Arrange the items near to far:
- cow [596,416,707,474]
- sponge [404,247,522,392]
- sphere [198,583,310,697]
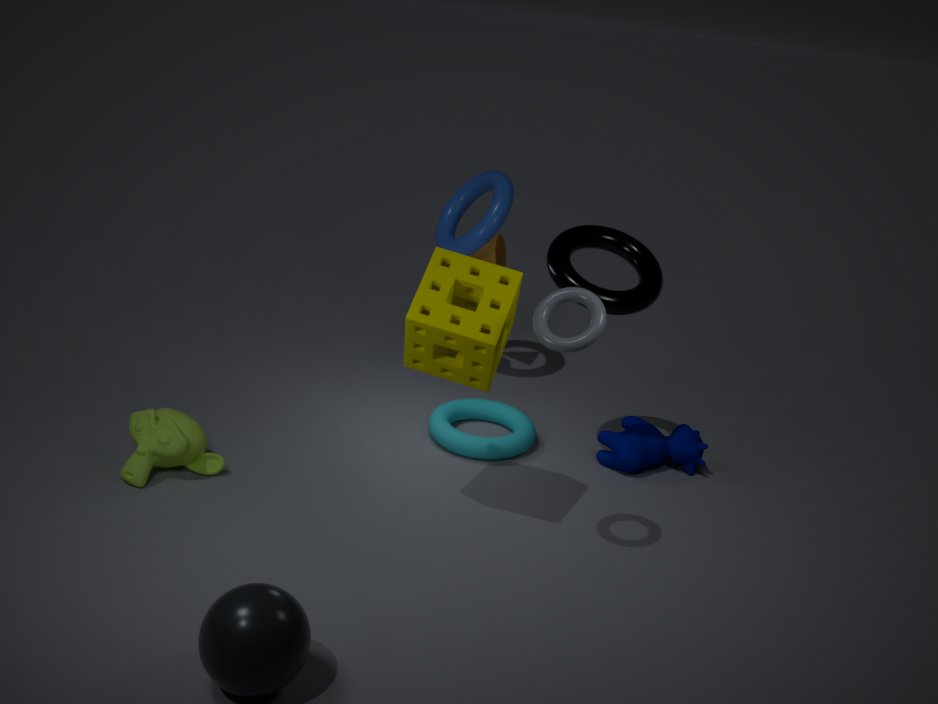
sphere [198,583,310,697]
sponge [404,247,522,392]
cow [596,416,707,474]
